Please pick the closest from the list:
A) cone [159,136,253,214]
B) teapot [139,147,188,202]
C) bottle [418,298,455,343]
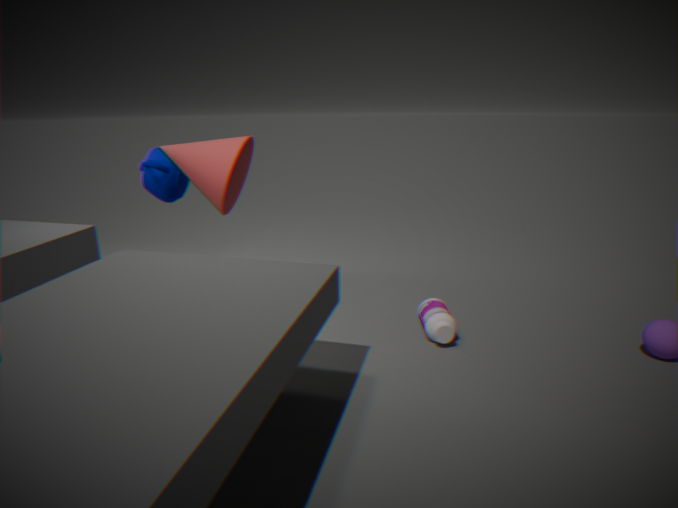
bottle [418,298,455,343]
